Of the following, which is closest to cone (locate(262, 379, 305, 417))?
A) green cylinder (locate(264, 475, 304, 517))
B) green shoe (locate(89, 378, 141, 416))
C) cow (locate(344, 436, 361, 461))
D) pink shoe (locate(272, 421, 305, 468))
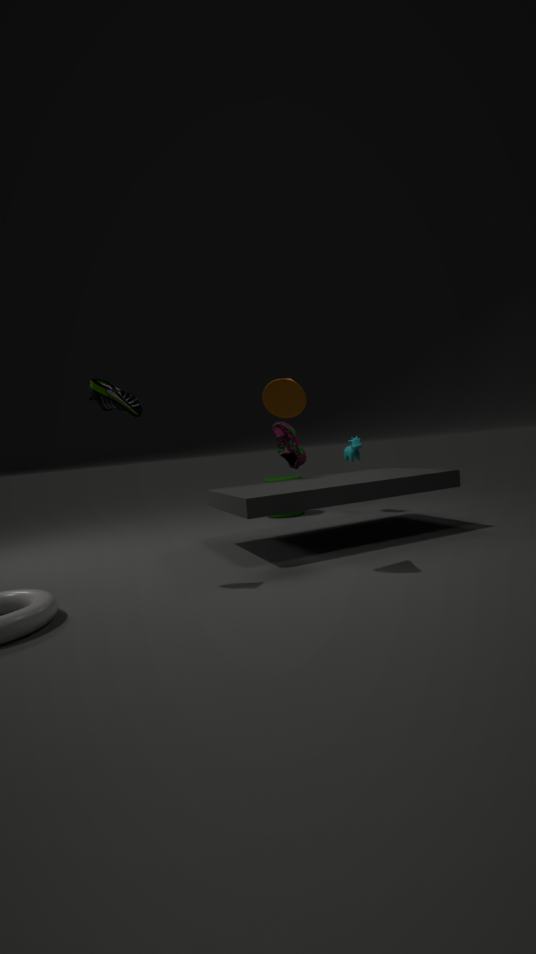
green shoe (locate(89, 378, 141, 416))
